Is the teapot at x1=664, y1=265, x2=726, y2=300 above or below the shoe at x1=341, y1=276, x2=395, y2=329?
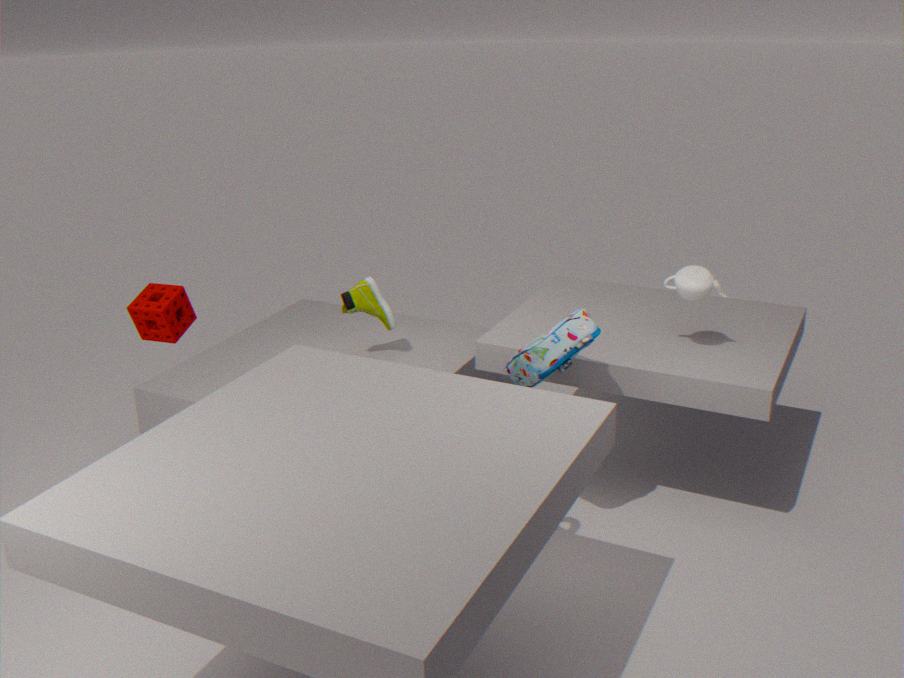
above
